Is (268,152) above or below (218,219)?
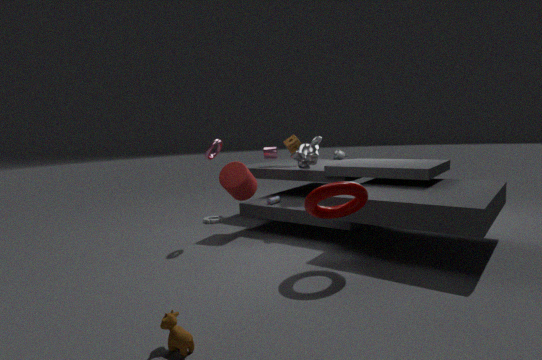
above
